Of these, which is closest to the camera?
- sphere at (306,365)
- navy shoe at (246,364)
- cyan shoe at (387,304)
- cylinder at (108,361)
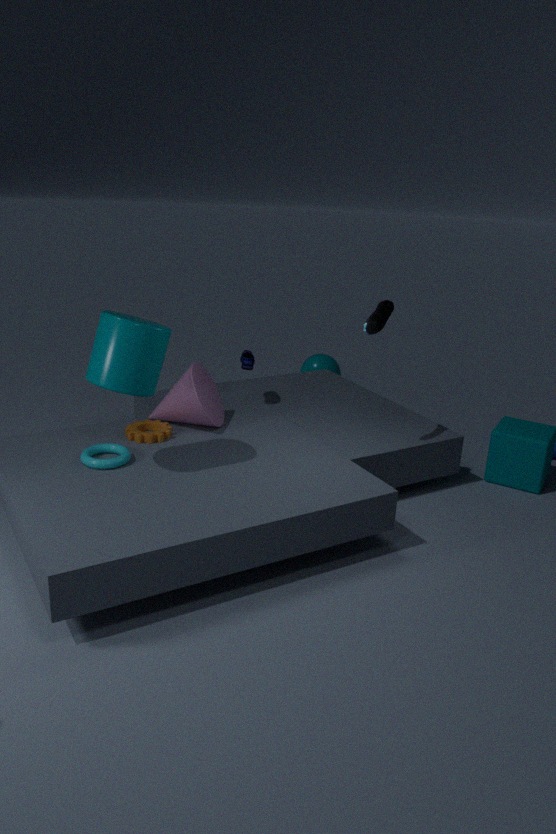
cylinder at (108,361)
